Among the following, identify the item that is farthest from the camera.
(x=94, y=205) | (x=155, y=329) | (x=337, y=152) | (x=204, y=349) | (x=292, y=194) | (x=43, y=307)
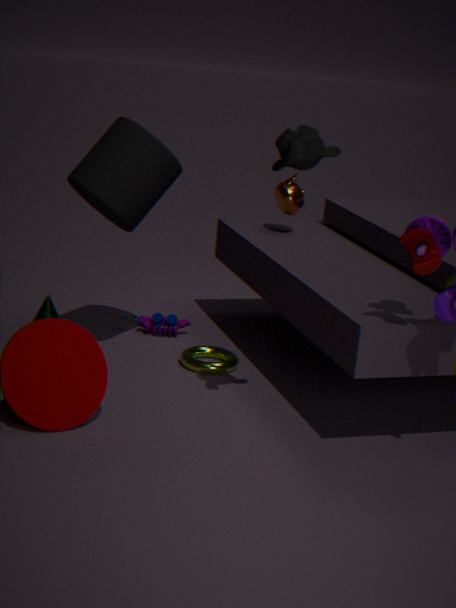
(x=155, y=329)
